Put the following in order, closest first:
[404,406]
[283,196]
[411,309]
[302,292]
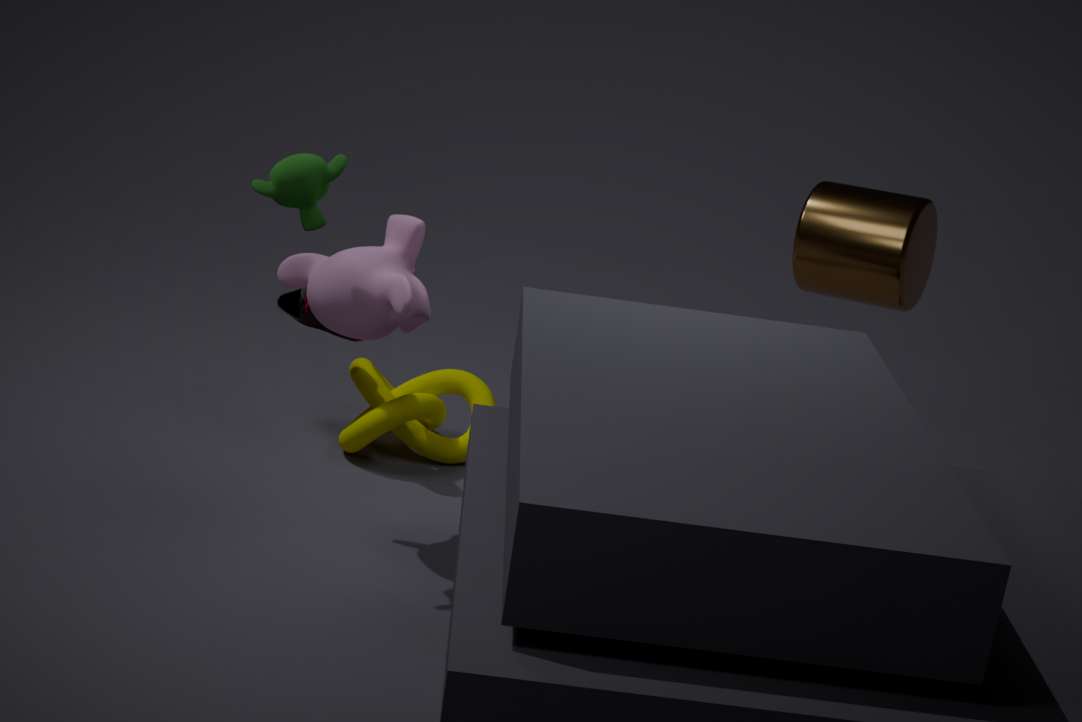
1. [283,196]
2. [411,309]
3. [404,406]
4. [302,292]
